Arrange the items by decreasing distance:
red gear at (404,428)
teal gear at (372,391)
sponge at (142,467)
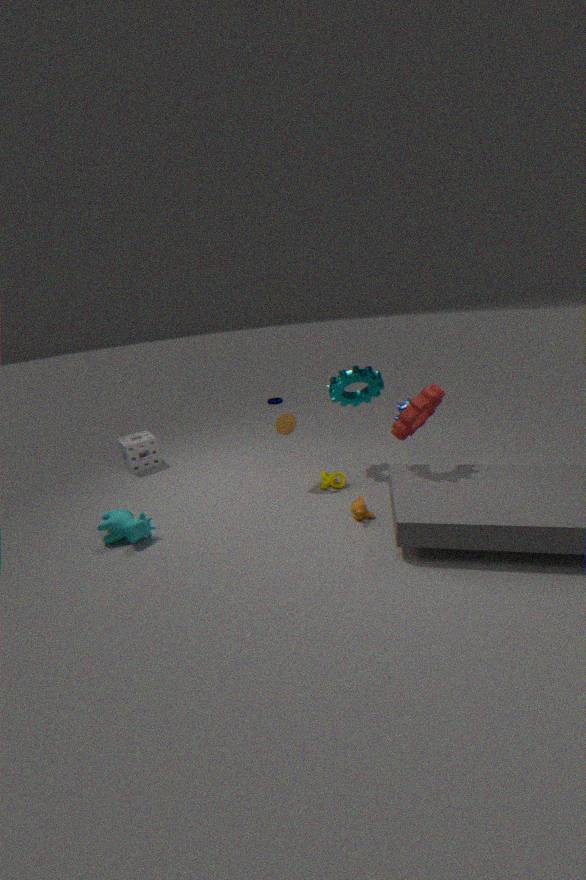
sponge at (142,467) < teal gear at (372,391) < red gear at (404,428)
